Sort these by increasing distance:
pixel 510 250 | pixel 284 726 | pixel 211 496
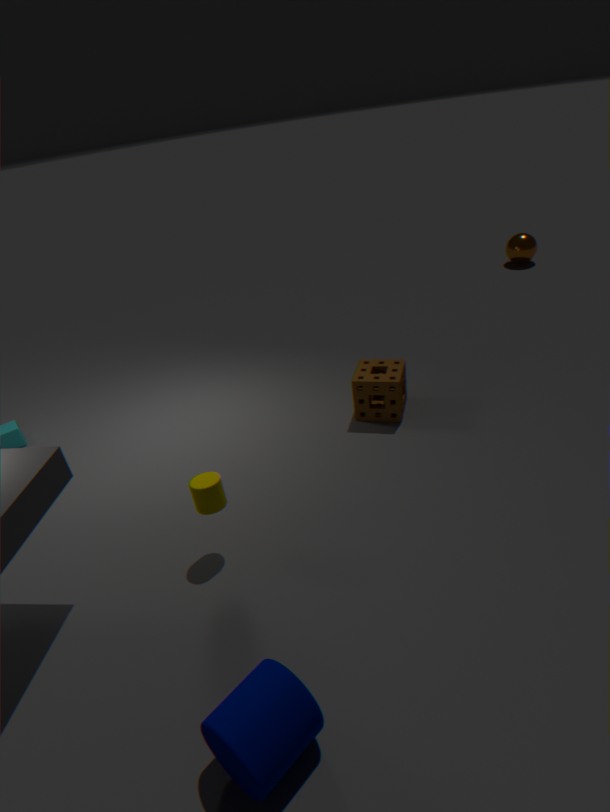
pixel 284 726, pixel 211 496, pixel 510 250
